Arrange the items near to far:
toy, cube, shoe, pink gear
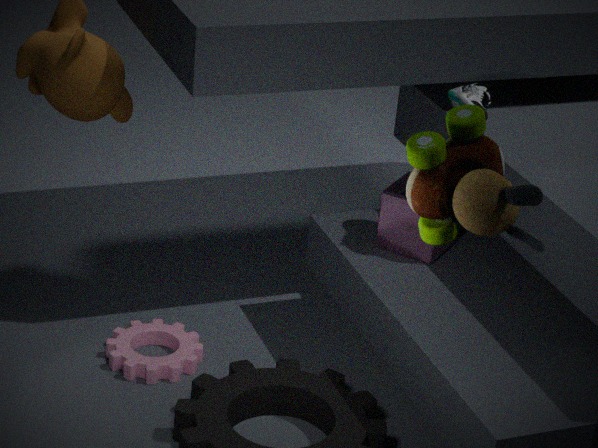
toy < shoe < pink gear < cube
